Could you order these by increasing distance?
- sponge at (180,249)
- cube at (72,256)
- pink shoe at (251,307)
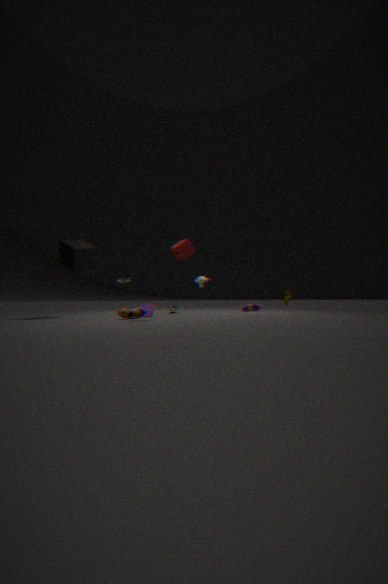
sponge at (180,249) < cube at (72,256) < pink shoe at (251,307)
